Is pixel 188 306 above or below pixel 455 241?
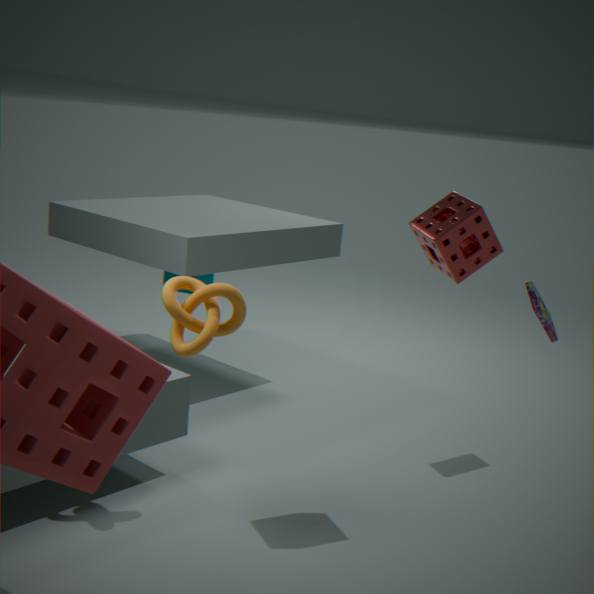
below
